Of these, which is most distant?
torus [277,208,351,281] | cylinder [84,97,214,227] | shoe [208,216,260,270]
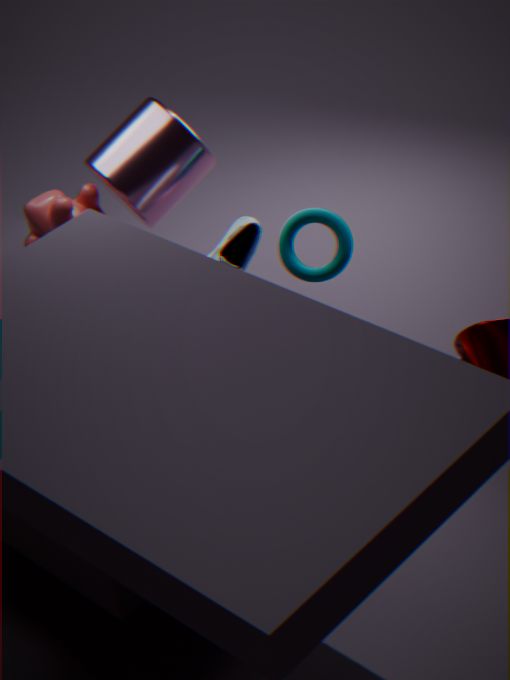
cylinder [84,97,214,227]
